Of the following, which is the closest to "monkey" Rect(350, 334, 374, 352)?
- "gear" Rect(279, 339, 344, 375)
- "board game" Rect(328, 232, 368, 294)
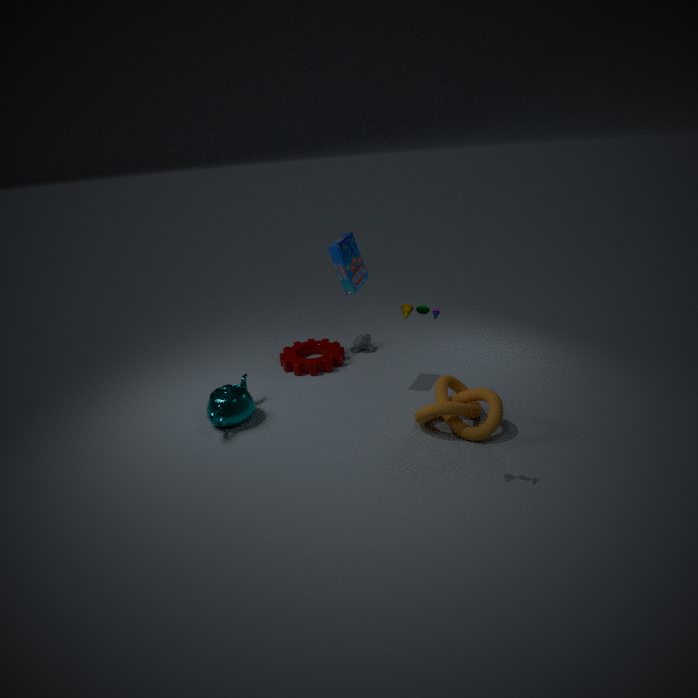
"gear" Rect(279, 339, 344, 375)
